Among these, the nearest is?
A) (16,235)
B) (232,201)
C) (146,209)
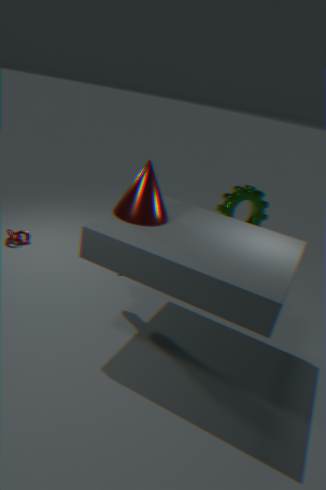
(146,209)
